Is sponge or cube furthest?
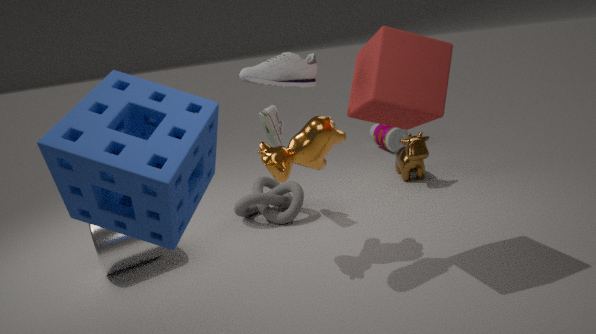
cube
